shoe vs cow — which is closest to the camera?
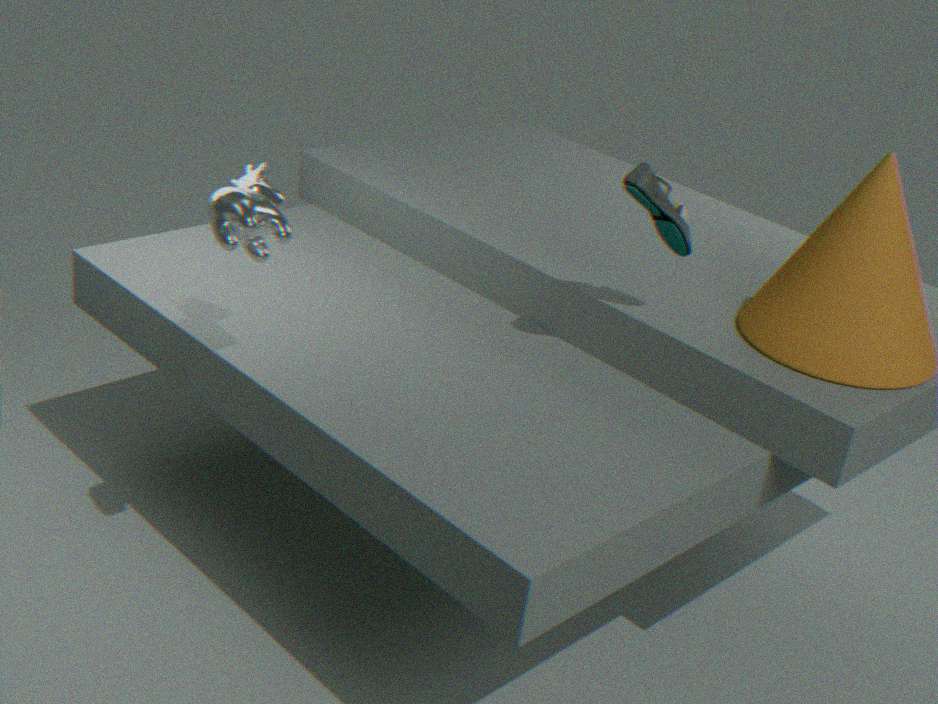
cow
